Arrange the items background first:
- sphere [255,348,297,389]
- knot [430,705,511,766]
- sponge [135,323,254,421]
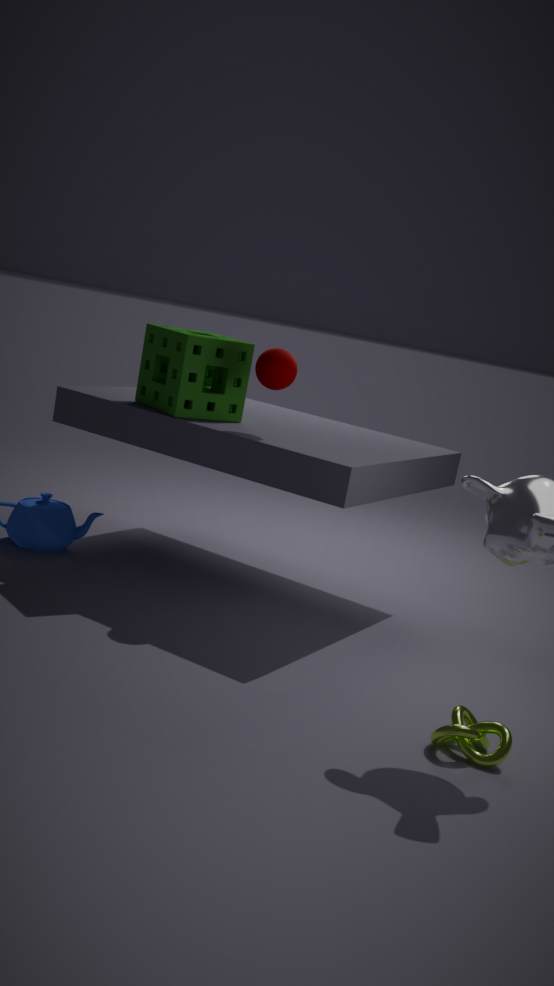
sponge [135,323,254,421], sphere [255,348,297,389], knot [430,705,511,766]
